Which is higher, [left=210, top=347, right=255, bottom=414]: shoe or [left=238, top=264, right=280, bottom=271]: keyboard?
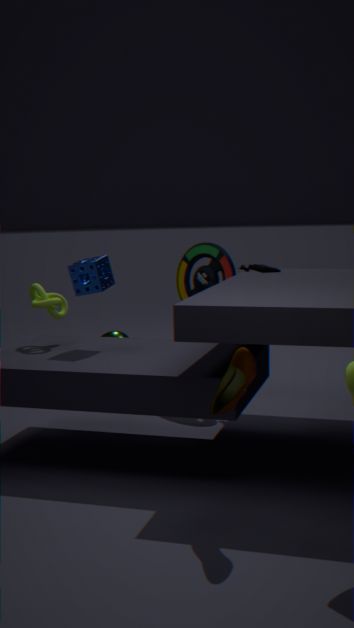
[left=238, top=264, right=280, bottom=271]: keyboard
